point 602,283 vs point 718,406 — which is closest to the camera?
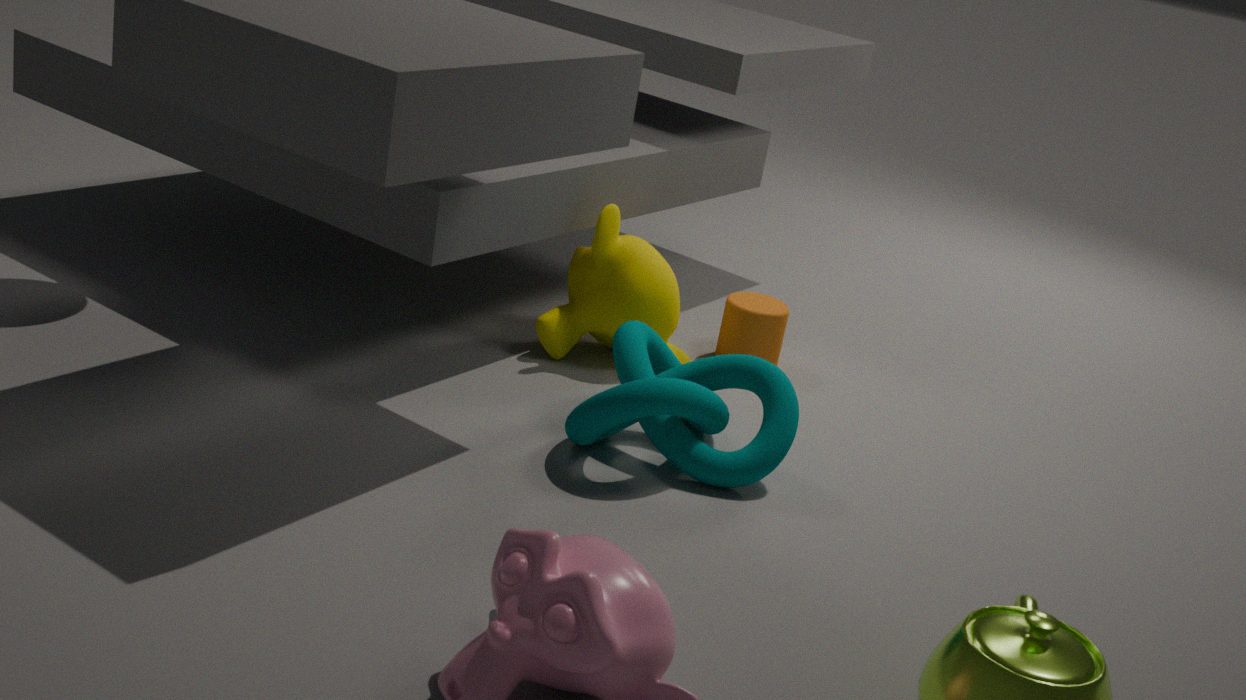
point 718,406
